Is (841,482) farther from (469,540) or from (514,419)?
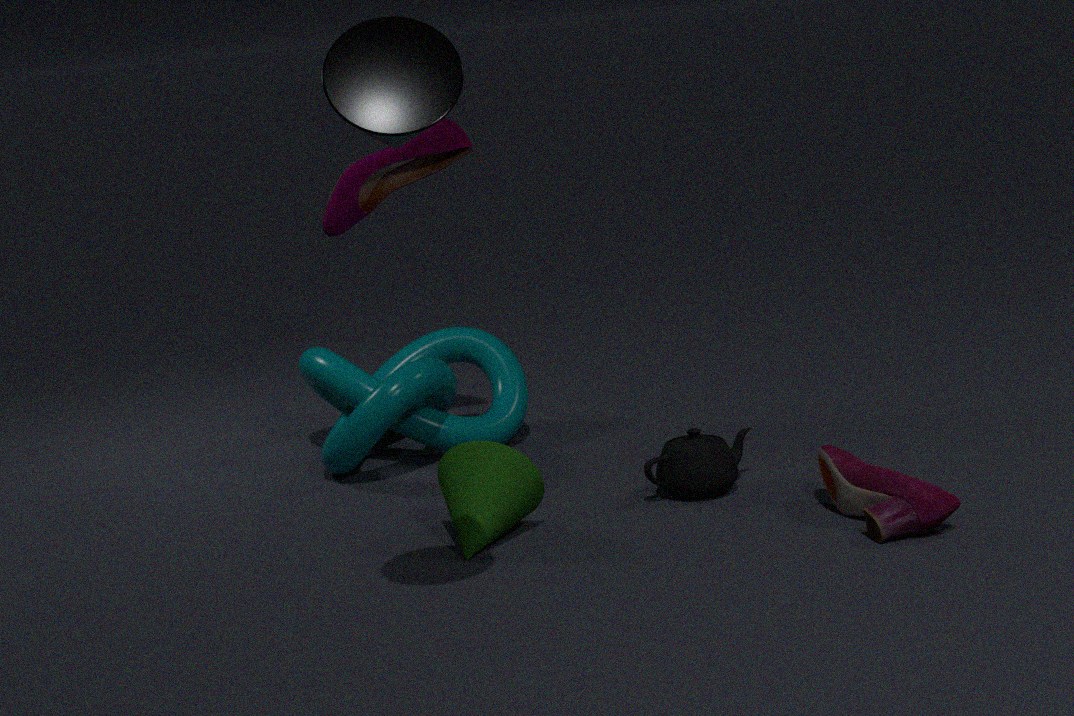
(514,419)
